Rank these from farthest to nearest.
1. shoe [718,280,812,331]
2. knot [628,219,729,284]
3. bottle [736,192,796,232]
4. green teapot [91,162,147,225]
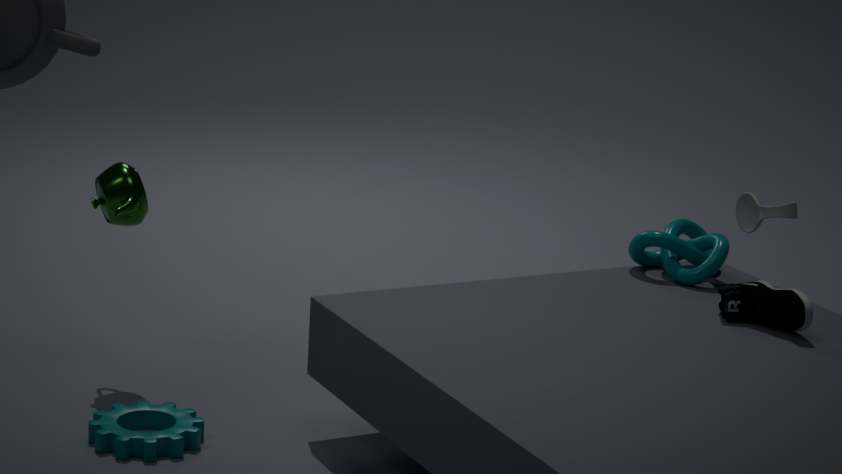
1. knot [628,219,729,284]
2. green teapot [91,162,147,225]
3. bottle [736,192,796,232]
4. shoe [718,280,812,331]
